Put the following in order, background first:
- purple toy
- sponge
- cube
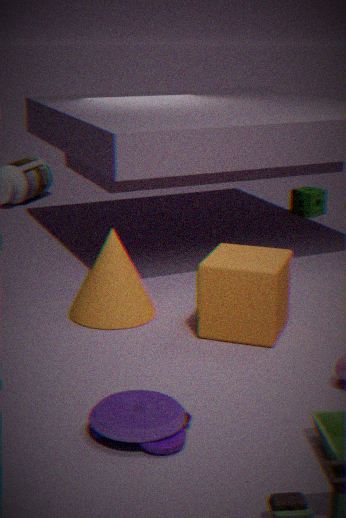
sponge
cube
purple toy
